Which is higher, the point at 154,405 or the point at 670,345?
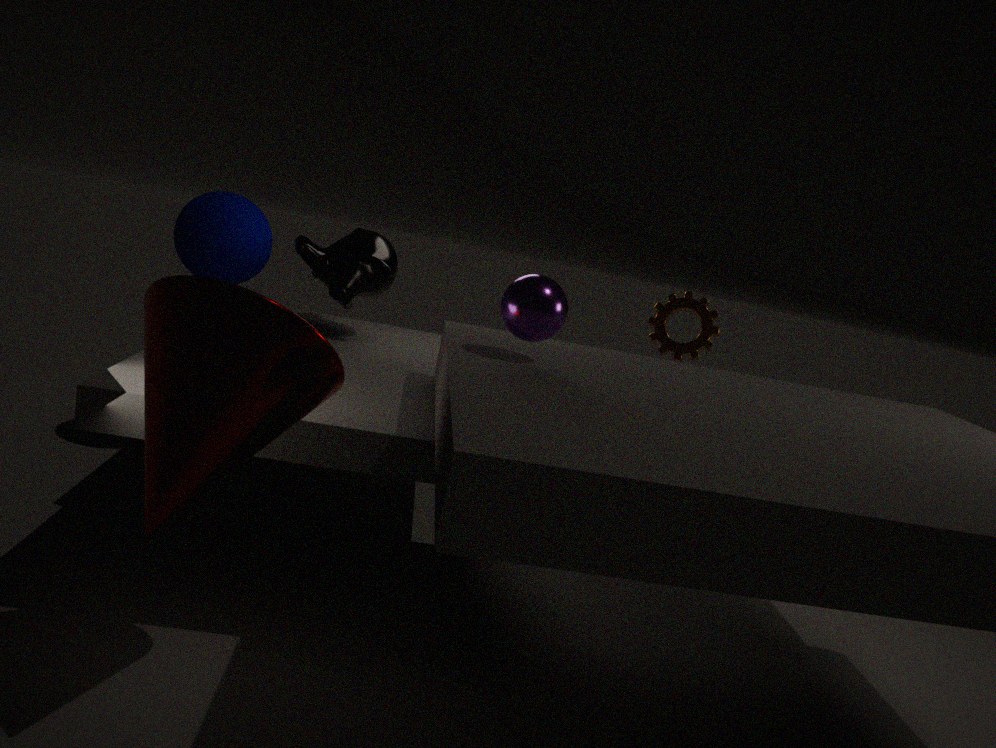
the point at 670,345
